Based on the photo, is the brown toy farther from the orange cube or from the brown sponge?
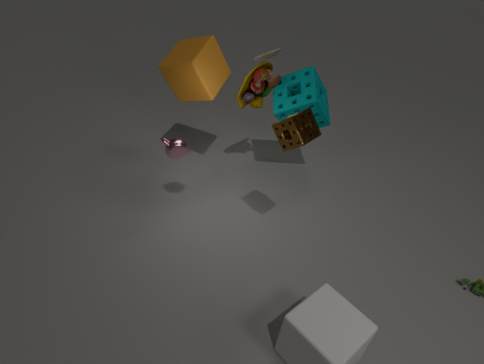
the brown sponge
